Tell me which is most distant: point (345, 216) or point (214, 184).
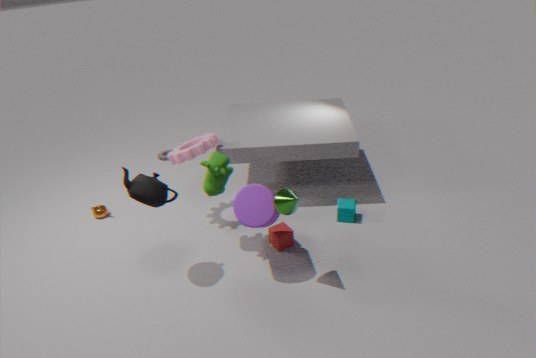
point (345, 216)
